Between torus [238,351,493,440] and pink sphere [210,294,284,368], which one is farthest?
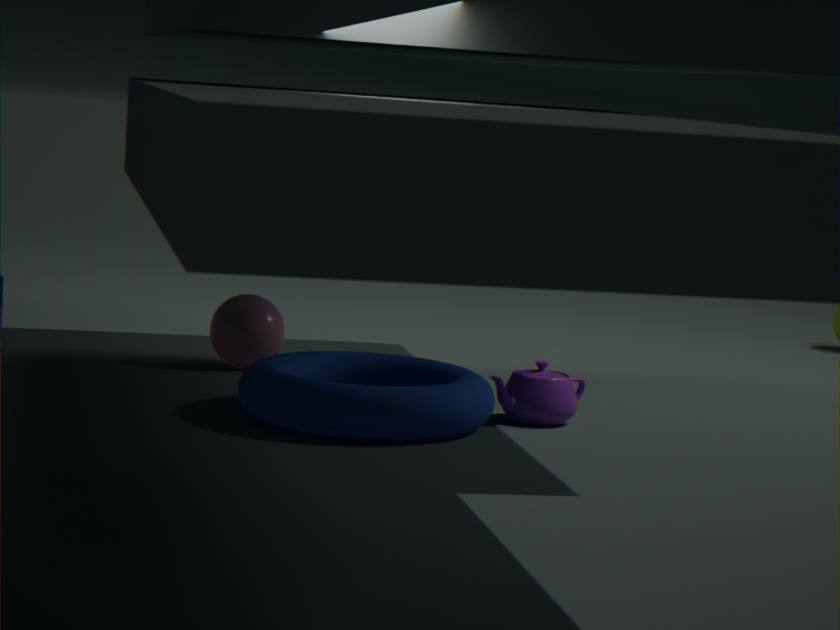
pink sphere [210,294,284,368]
